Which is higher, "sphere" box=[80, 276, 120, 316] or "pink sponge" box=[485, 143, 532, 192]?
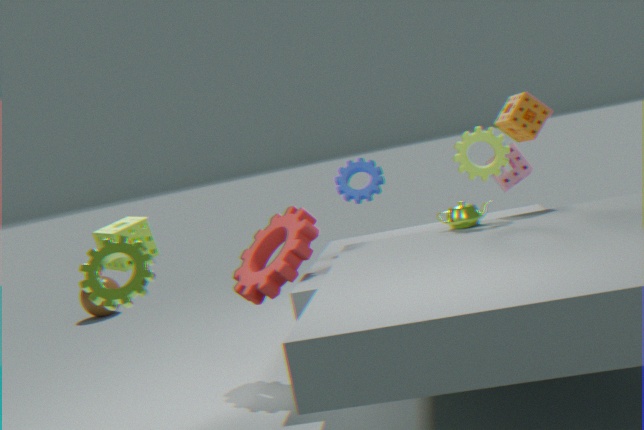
"pink sponge" box=[485, 143, 532, 192]
